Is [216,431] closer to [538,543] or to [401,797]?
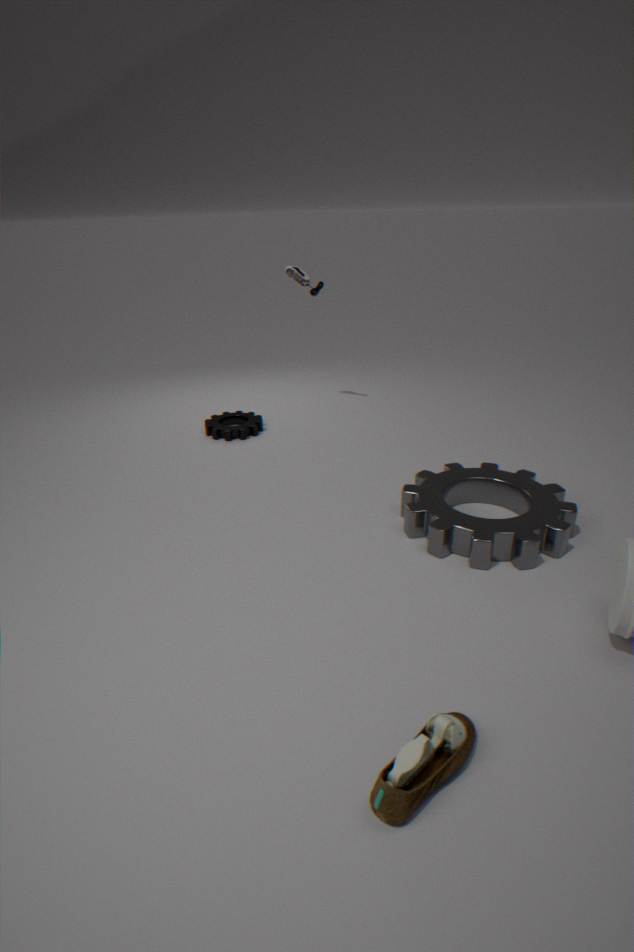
[538,543]
